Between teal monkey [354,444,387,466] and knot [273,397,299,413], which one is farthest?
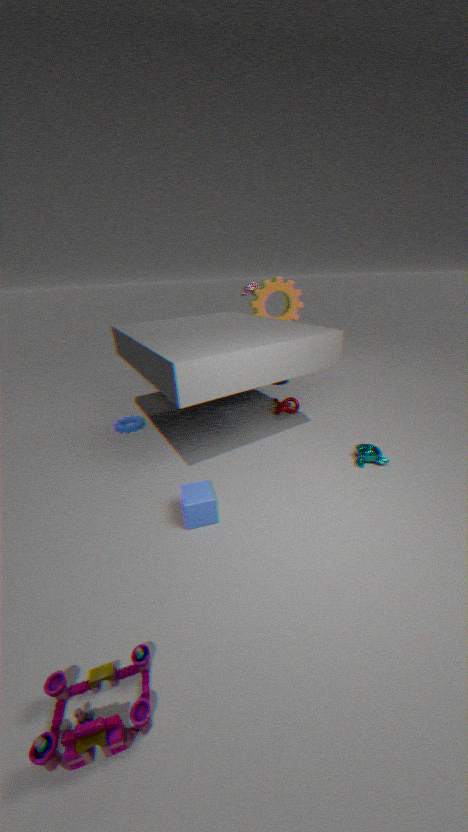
knot [273,397,299,413]
